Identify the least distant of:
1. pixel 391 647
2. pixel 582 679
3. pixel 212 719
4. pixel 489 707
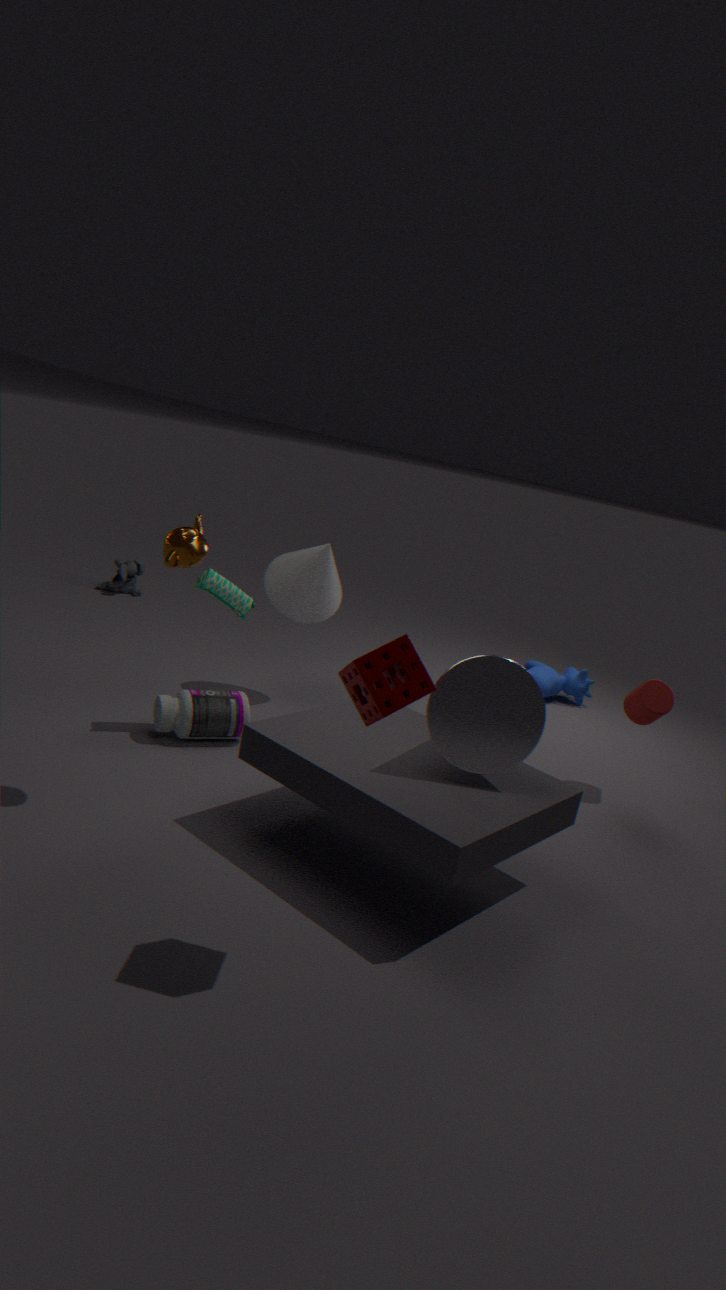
pixel 391 647
